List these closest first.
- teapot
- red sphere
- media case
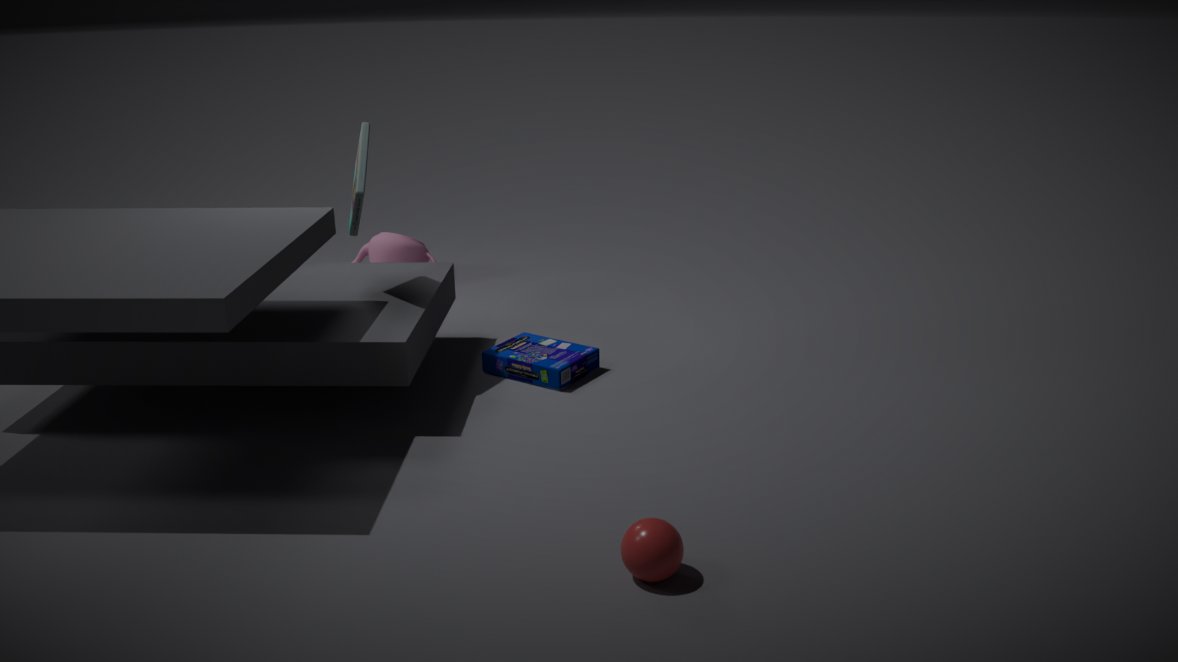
red sphere → media case → teapot
